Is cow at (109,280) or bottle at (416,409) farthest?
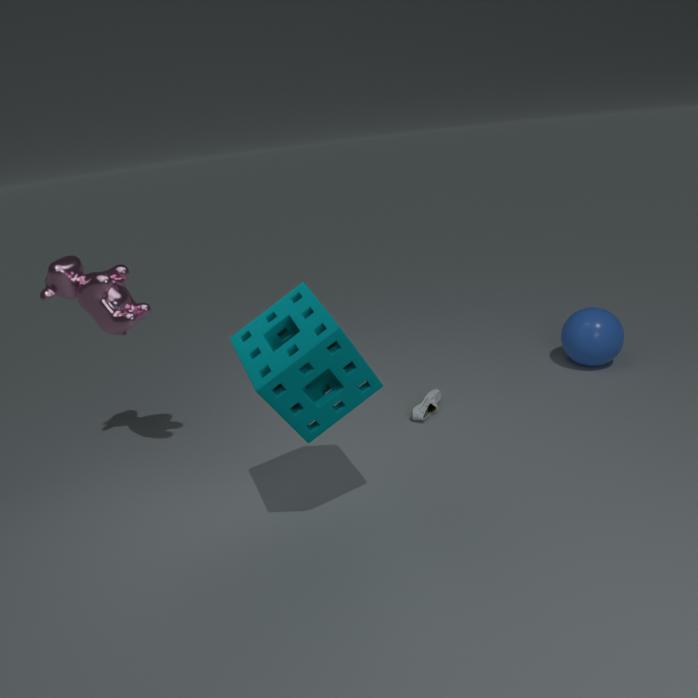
bottle at (416,409)
